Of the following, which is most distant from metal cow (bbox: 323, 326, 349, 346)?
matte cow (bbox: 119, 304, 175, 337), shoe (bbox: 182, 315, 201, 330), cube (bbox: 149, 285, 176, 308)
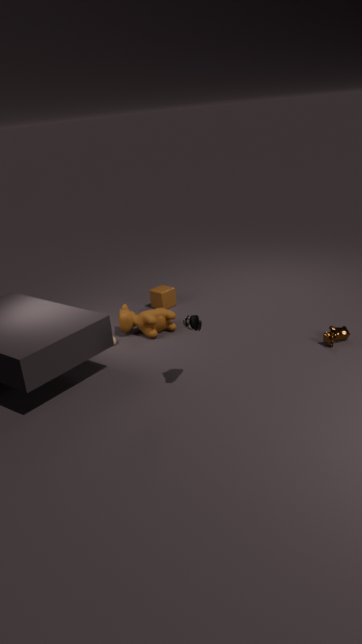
cube (bbox: 149, 285, 176, 308)
